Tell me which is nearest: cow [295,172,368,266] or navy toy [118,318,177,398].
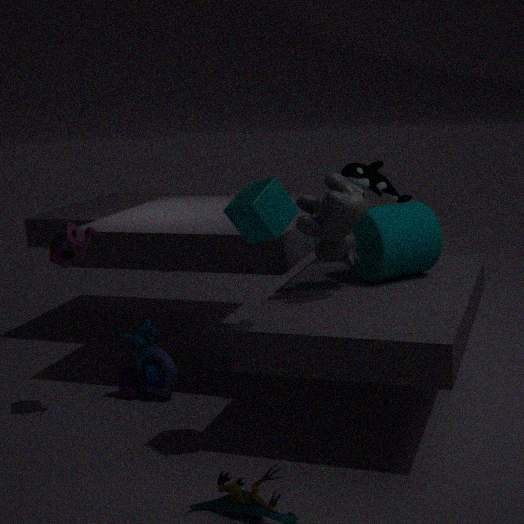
cow [295,172,368,266]
